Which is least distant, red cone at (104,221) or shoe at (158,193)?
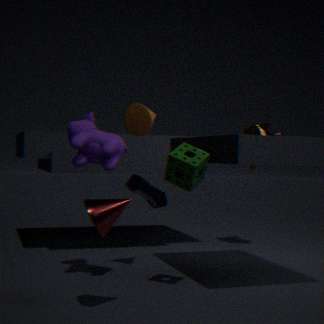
red cone at (104,221)
